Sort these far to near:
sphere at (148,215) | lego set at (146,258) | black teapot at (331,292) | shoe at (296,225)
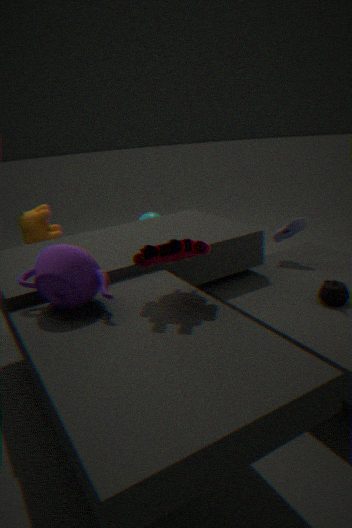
sphere at (148,215)
shoe at (296,225)
black teapot at (331,292)
lego set at (146,258)
